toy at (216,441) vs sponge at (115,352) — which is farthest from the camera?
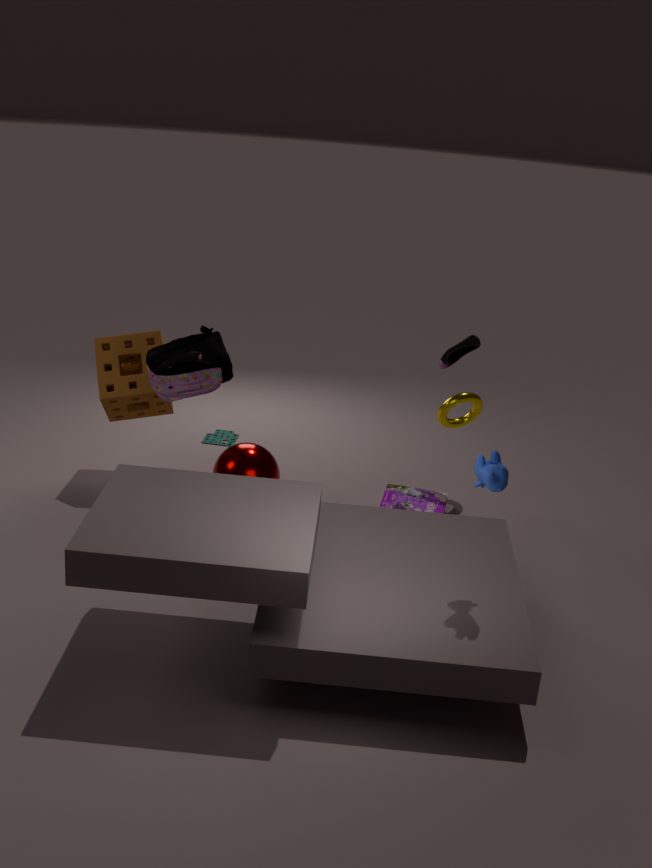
toy at (216,441)
